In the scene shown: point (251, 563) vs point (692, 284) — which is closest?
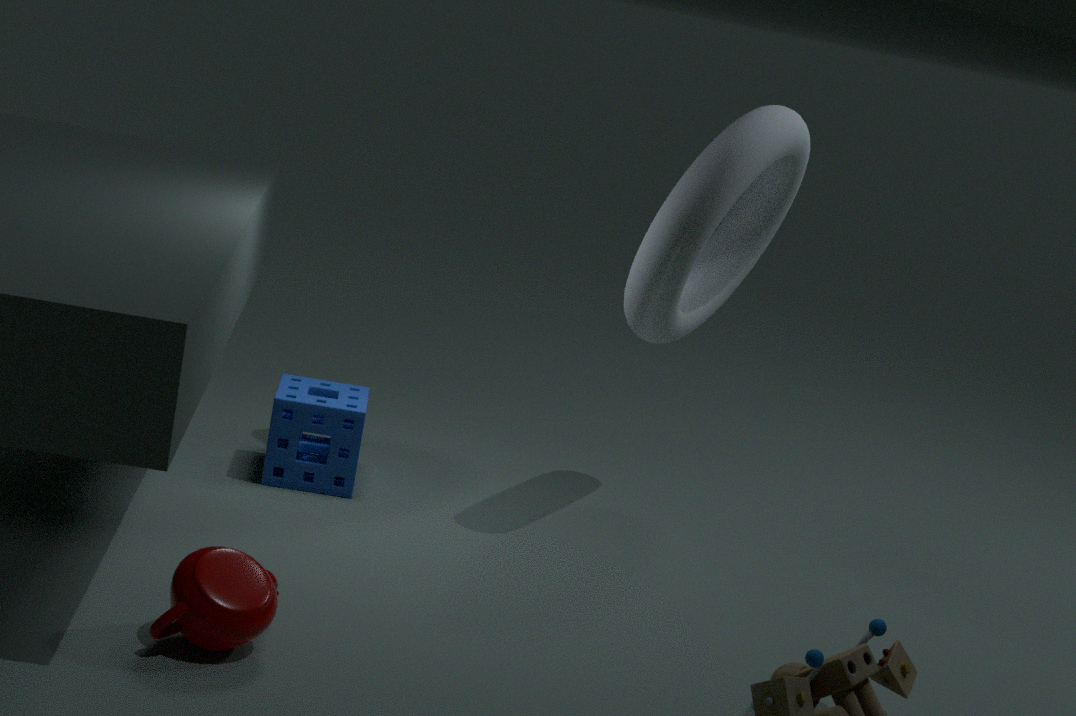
point (251, 563)
